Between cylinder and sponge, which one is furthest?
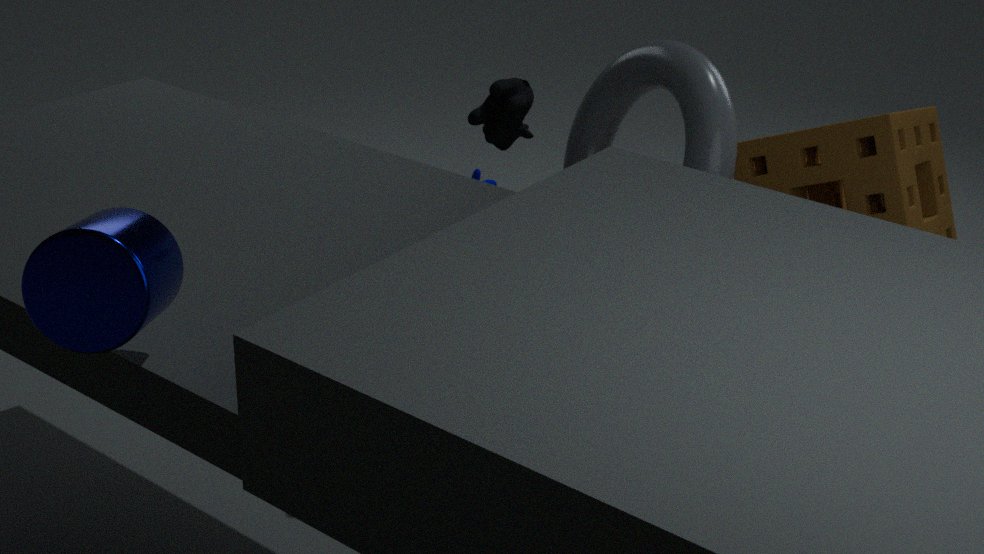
sponge
